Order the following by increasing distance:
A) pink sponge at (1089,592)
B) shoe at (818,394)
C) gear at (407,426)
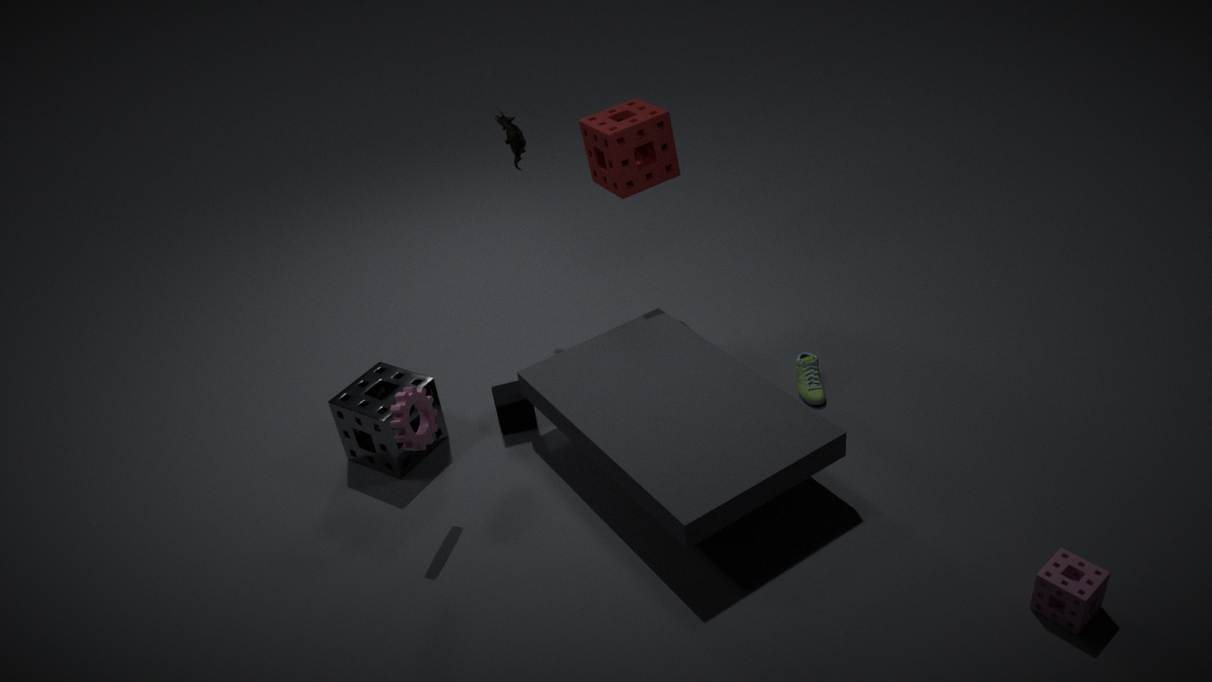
pink sponge at (1089,592), gear at (407,426), shoe at (818,394)
